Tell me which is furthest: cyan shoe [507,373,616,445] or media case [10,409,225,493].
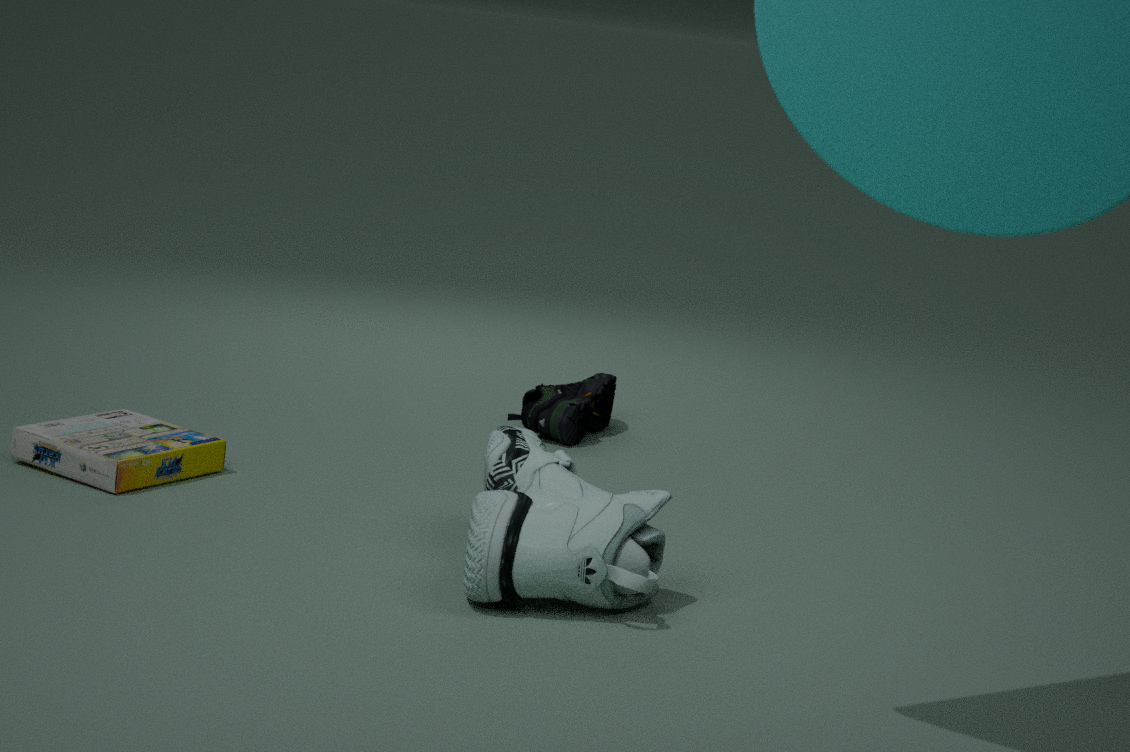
cyan shoe [507,373,616,445]
